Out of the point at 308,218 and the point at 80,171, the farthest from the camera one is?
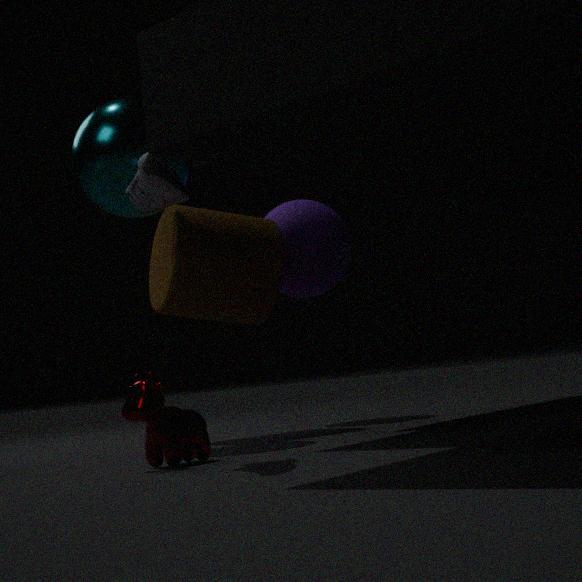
the point at 308,218
